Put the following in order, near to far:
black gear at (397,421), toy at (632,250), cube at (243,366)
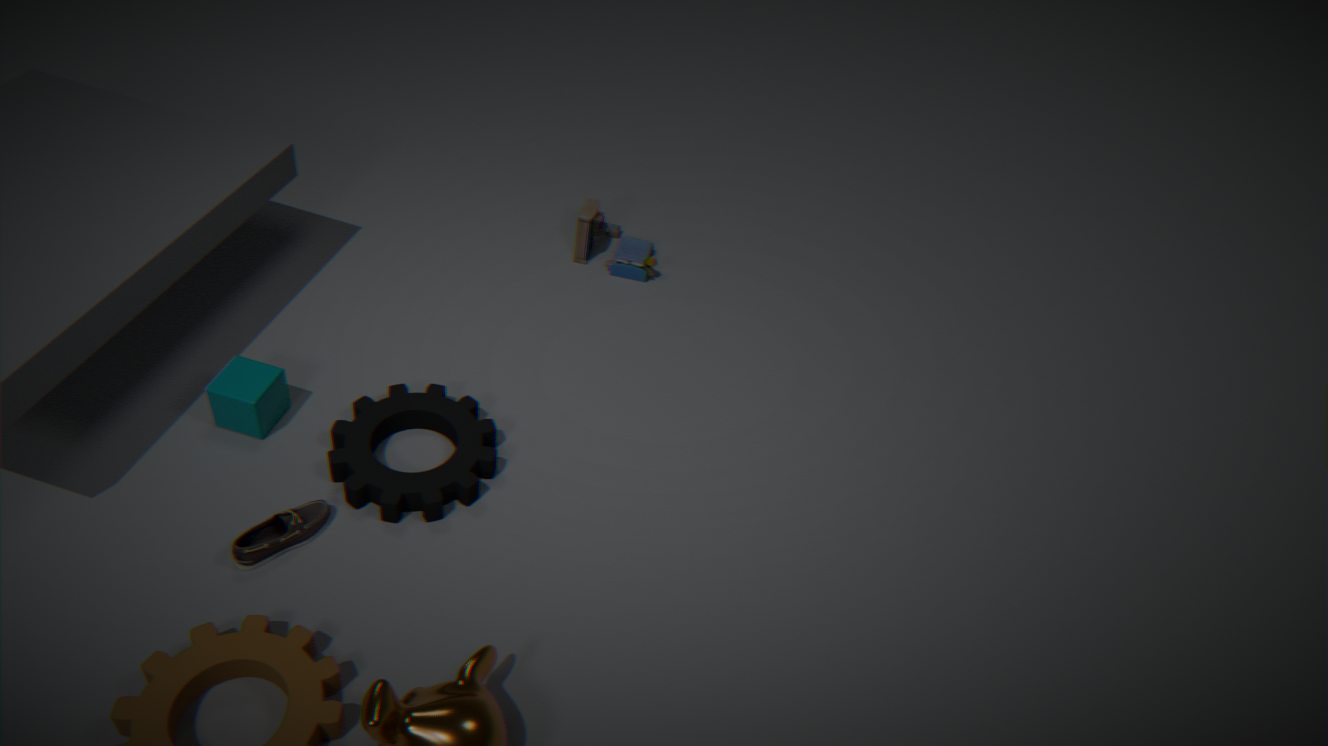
black gear at (397,421) → cube at (243,366) → toy at (632,250)
